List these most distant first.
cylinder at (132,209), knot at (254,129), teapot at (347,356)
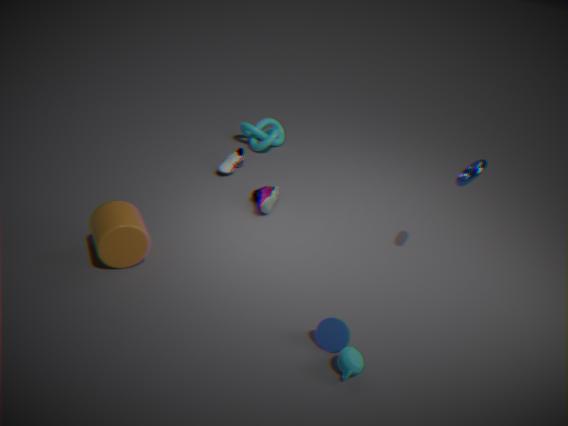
knot at (254,129) → cylinder at (132,209) → teapot at (347,356)
